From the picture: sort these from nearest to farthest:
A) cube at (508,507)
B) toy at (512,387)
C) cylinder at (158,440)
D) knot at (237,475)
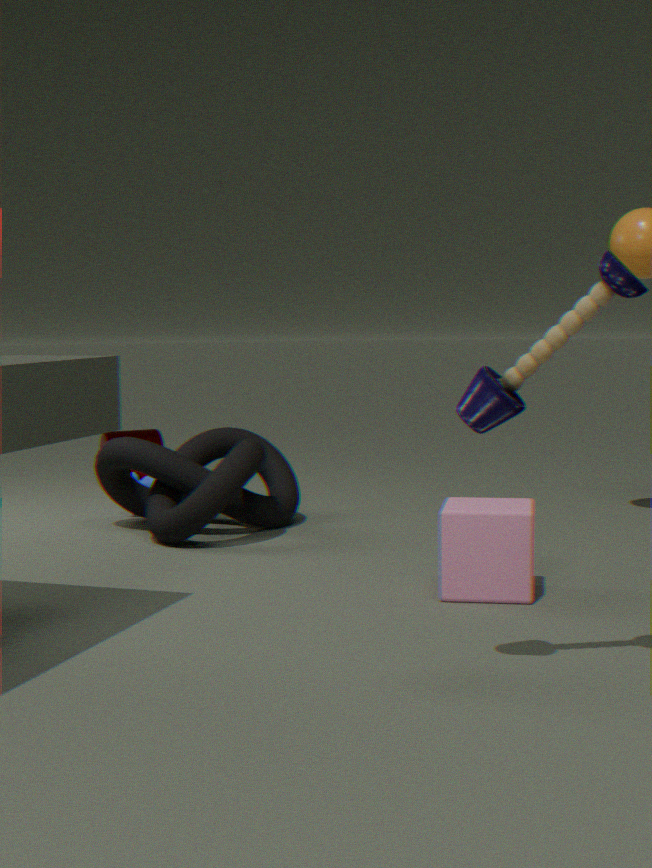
toy at (512,387)
cube at (508,507)
knot at (237,475)
cylinder at (158,440)
